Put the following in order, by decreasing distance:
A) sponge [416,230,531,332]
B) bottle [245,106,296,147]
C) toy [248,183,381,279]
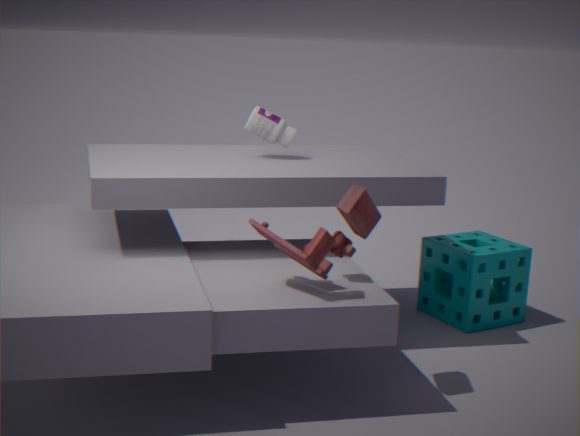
1. sponge [416,230,531,332]
2. bottle [245,106,296,147]
3. toy [248,183,381,279]
